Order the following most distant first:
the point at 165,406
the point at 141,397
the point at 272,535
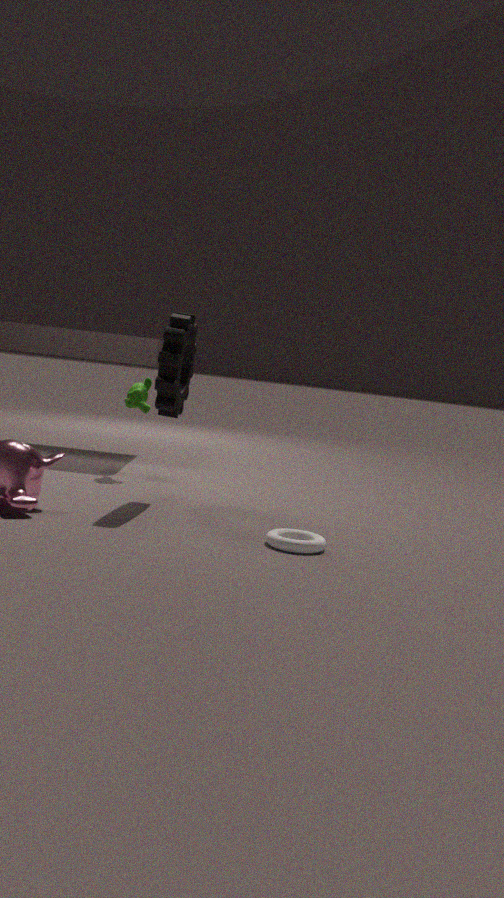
the point at 141,397, the point at 165,406, the point at 272,535
